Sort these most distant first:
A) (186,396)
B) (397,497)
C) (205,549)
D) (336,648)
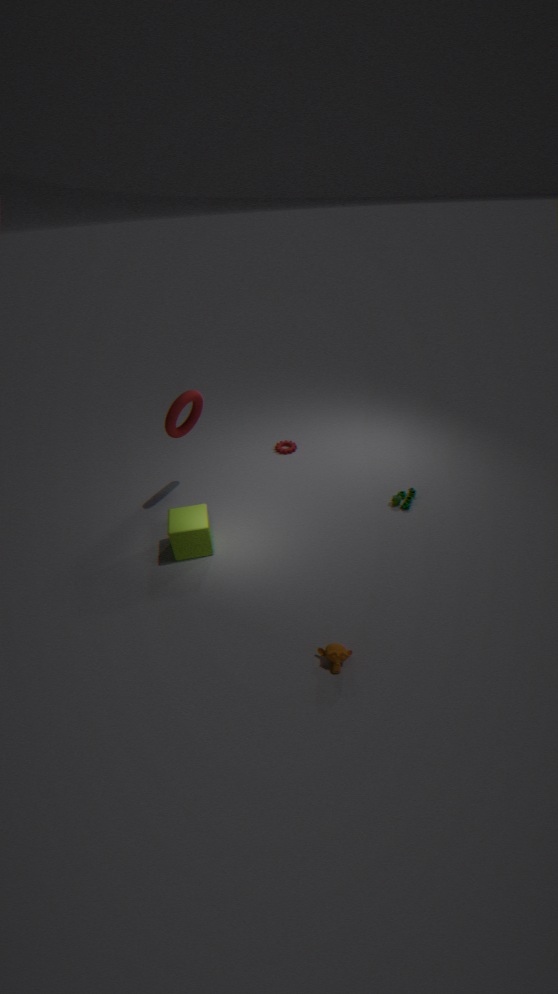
1. (397,497)
2. (186,396)
3. (205,549)
4. (336,648)
